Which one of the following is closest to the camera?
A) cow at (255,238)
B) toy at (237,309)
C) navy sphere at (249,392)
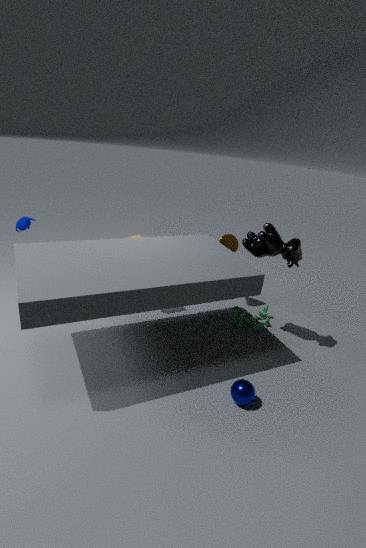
navy sphere at (249,392)
